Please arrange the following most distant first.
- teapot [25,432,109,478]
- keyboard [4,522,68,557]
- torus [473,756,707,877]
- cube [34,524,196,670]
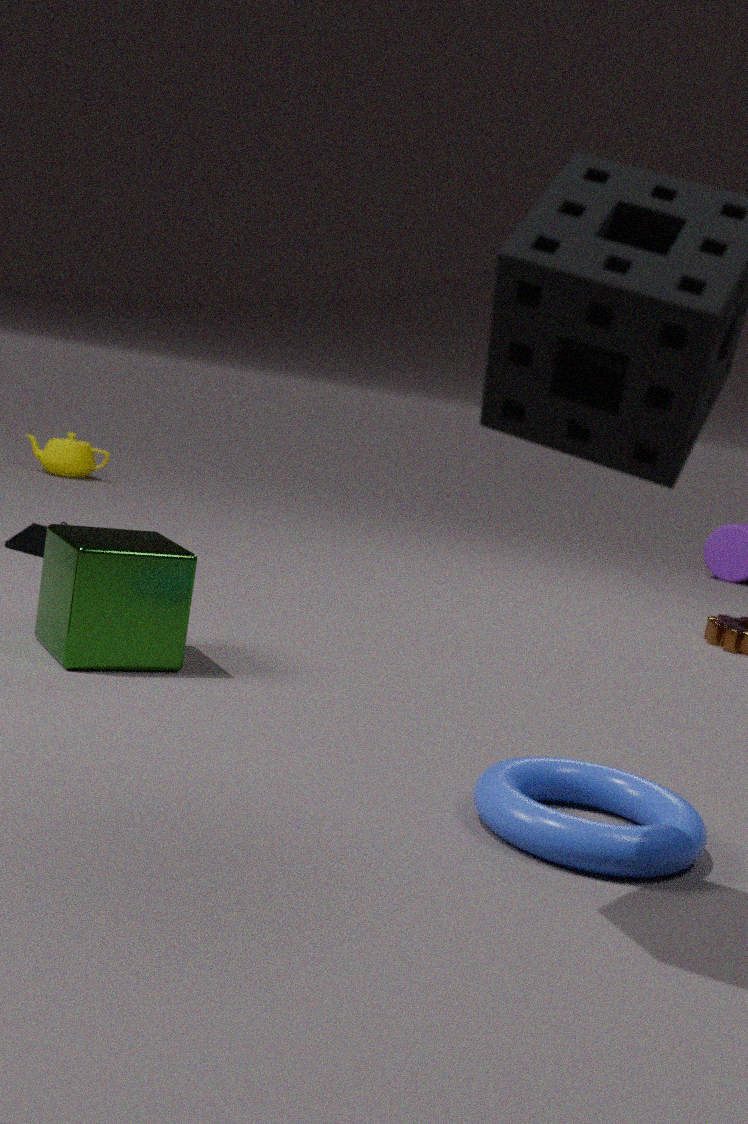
teapot [25,432,109,478] → keyboard [4,522,68,557] → cube [34,524,196,670] → torus [473,756,707,877]
